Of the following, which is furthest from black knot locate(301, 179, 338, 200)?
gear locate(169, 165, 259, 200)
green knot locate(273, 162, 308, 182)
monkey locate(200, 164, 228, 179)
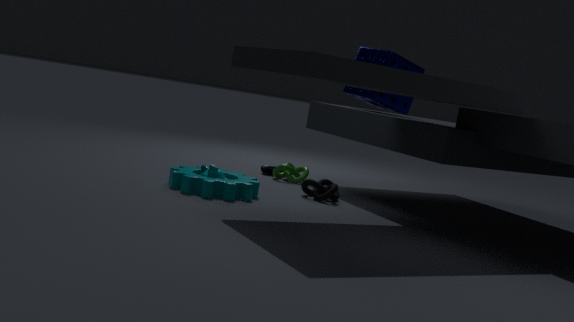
monkey locate(200, 164, 228, 179)
